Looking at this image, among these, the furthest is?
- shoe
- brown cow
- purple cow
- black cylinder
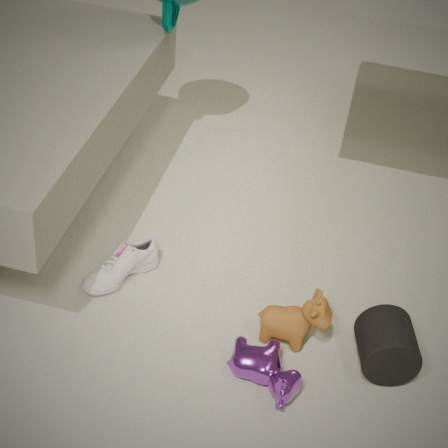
shoe
